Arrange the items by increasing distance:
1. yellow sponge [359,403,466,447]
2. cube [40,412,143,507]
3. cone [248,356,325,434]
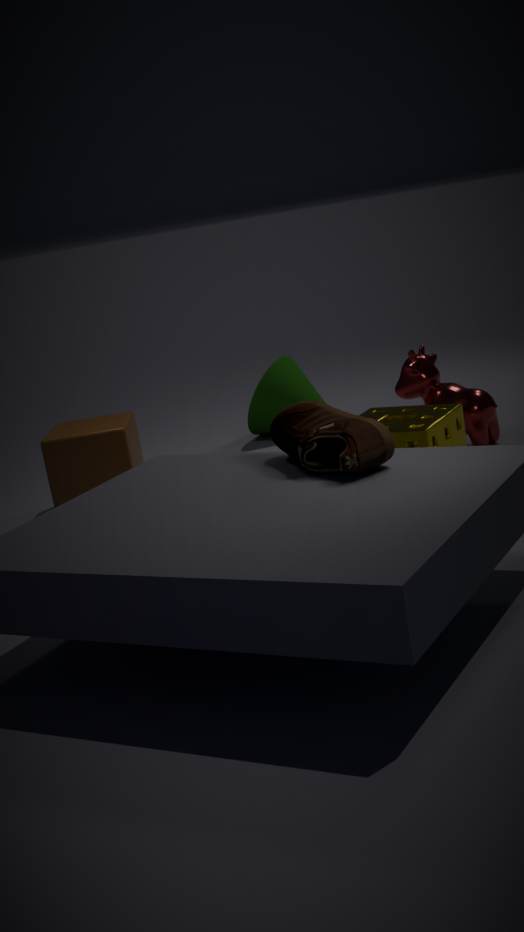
1. yellow sponge [359,403,466,447]
2. cube [40,412,143,507]
3. cone [248,356,325,434]
